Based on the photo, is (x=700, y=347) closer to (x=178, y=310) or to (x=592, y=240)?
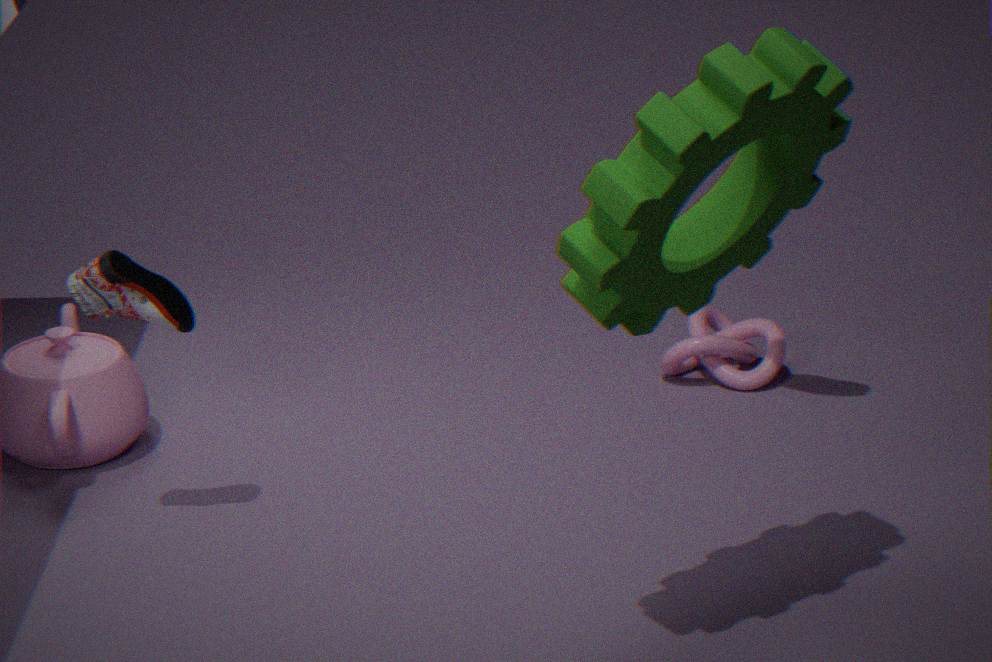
(x=178, y=310)
